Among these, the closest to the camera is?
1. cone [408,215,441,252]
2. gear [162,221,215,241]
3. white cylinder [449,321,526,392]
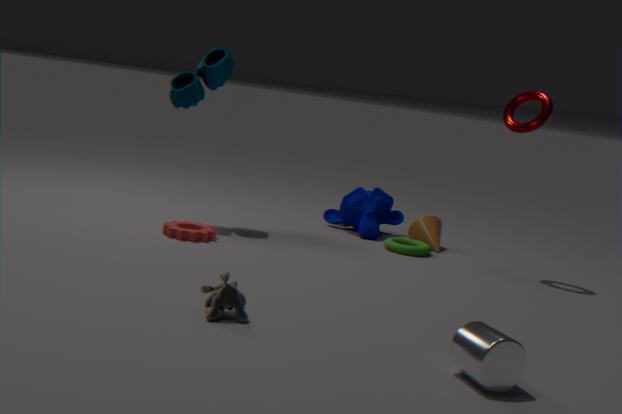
white cylinder [449,321,526,392]
